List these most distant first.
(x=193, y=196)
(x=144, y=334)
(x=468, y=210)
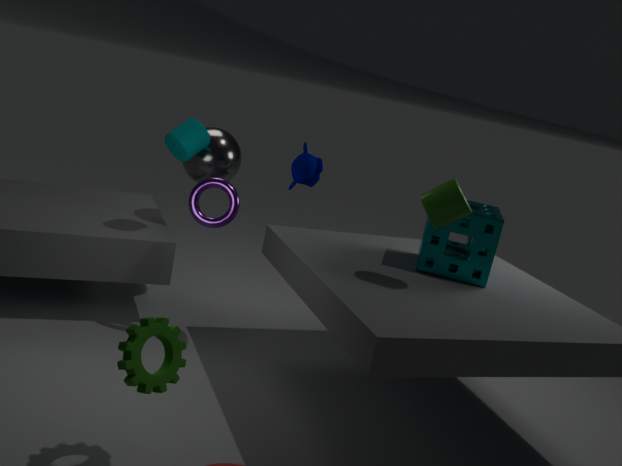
(x=193, y=196) → (x=468, y=210) → (x=144, y=334)
